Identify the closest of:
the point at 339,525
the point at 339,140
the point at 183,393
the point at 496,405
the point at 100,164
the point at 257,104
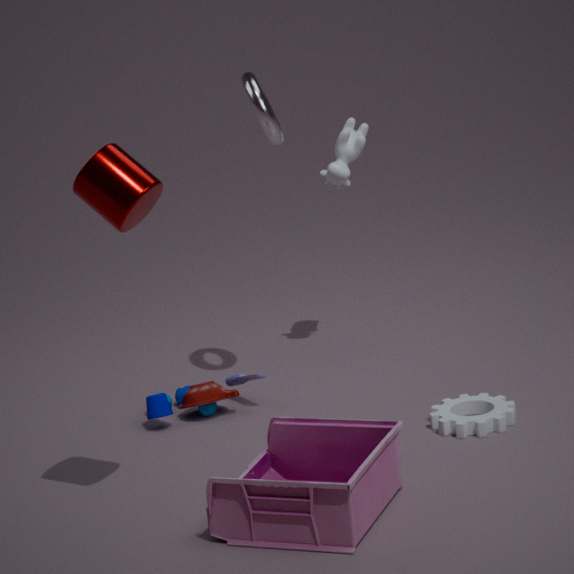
the point at 339,525
